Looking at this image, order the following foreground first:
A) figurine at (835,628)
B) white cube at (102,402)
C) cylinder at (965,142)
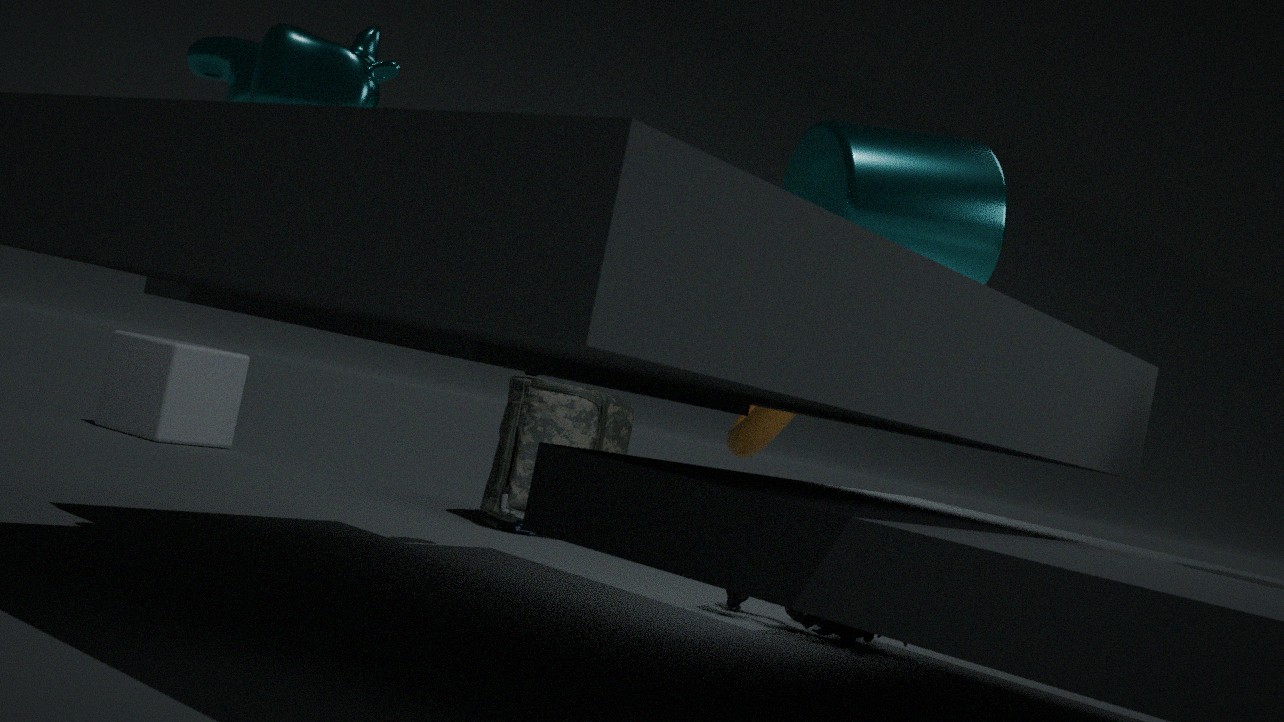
cylinder at (965,142), figurine at (835,628), white cube at (102,402)
